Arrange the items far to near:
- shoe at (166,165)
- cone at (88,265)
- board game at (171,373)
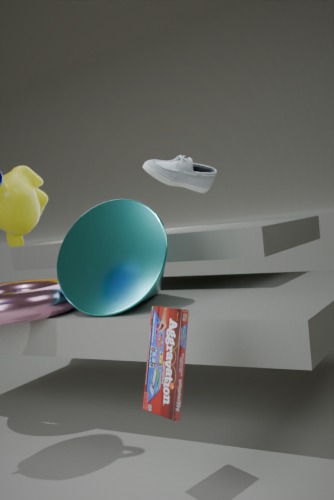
1. shoe at (166,165)
2. cone at (88,265)
3. board game at (171,373)
